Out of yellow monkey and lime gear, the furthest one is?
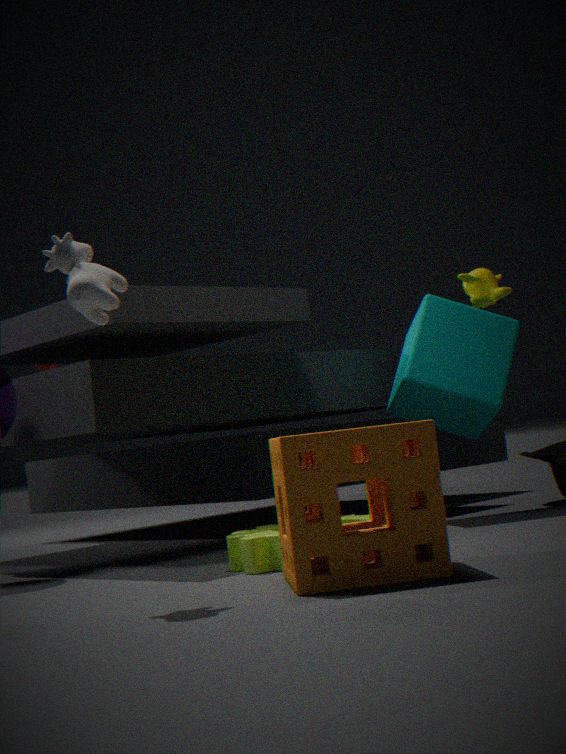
yellow monkey
